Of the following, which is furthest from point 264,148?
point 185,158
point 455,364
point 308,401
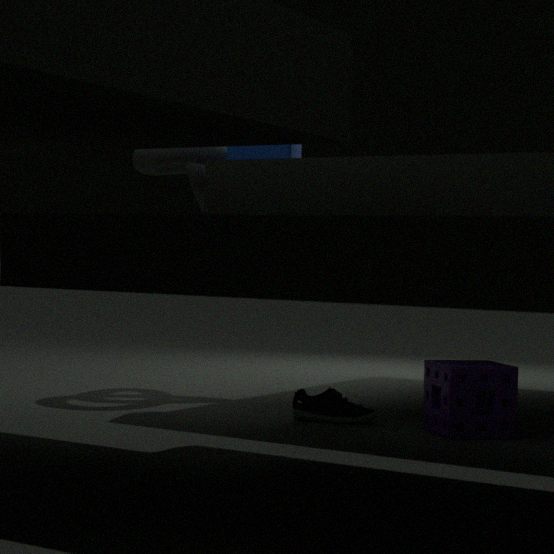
point 455,364
